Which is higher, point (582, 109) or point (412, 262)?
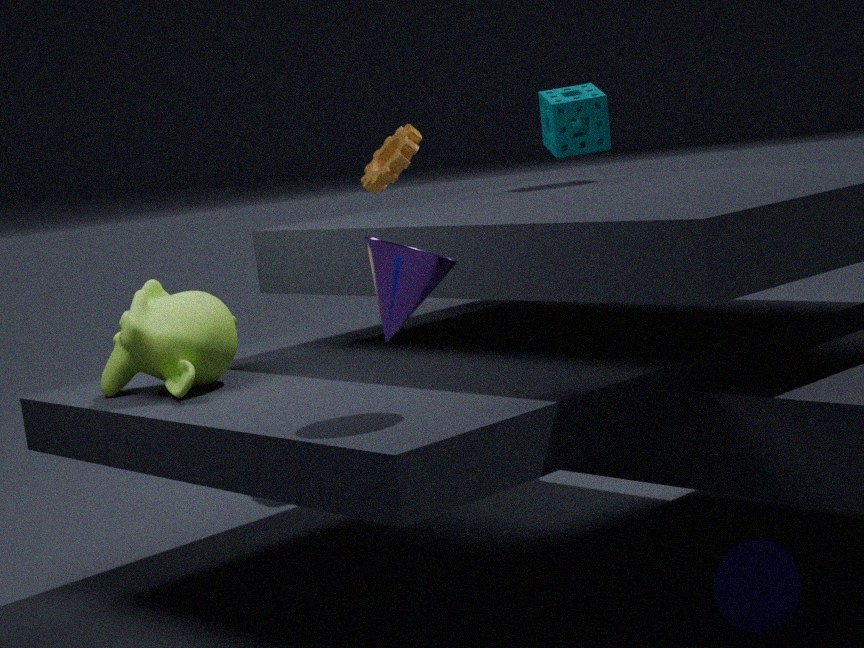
point (582, 109)
